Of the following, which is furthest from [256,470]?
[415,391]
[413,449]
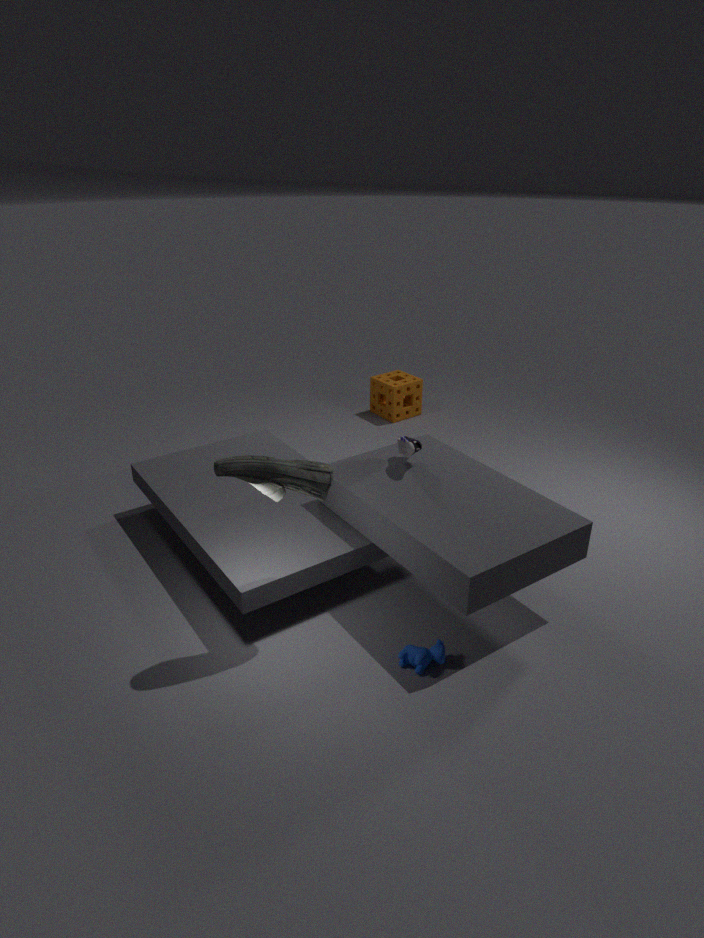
[415,391]
